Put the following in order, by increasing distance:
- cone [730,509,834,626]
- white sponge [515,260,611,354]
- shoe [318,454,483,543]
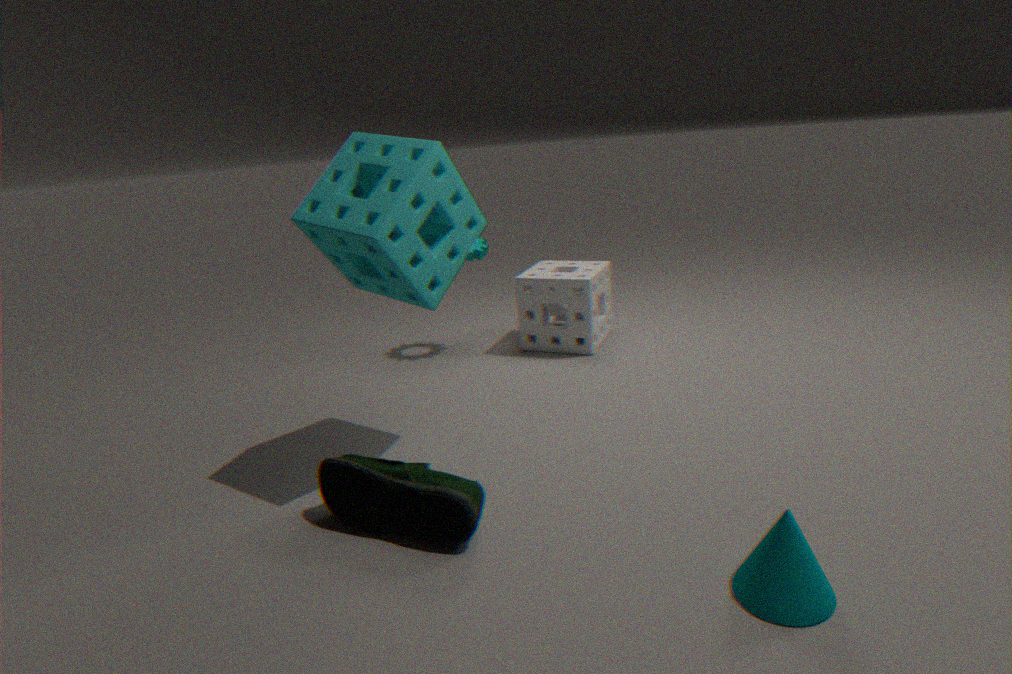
1. cone [730,509,834,626]
2. shoe [318,454,483,543]
3. white sponge [515,260,611,354]
